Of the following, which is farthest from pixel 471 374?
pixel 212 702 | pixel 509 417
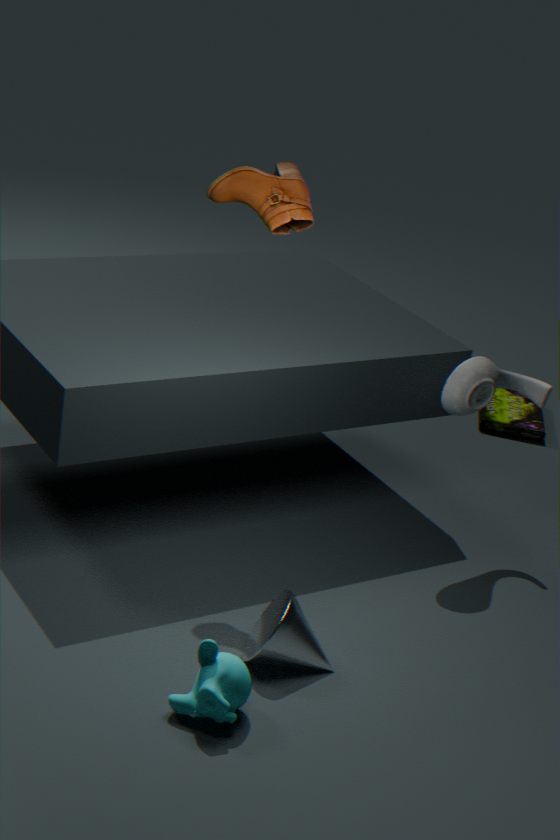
pixel 212 702
